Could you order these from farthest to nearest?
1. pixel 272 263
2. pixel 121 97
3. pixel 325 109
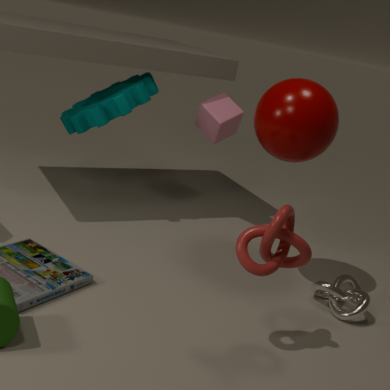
pixel 121 97
pixel 325 109
pixel 272 263
